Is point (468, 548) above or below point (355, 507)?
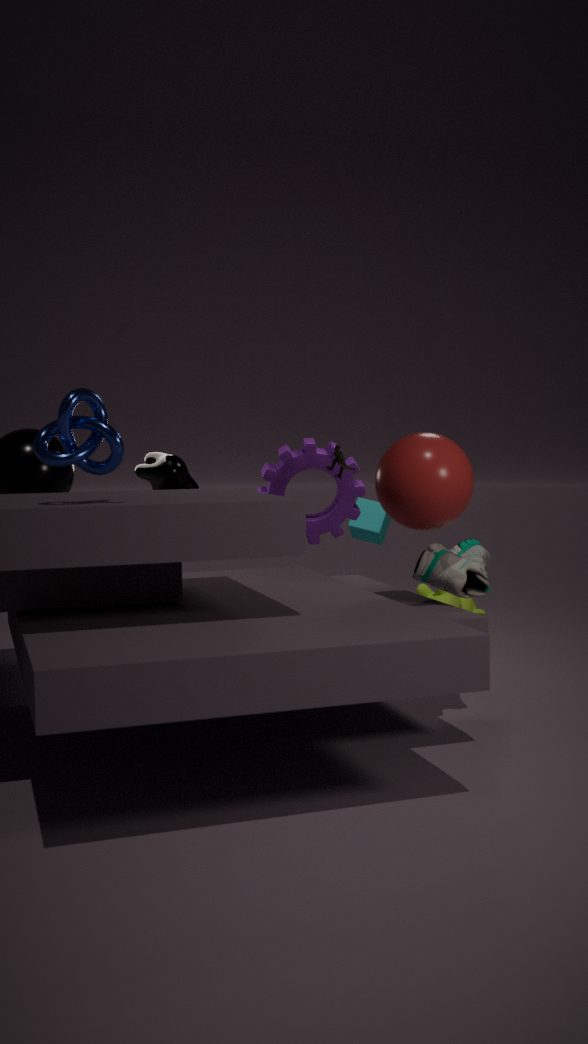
below
